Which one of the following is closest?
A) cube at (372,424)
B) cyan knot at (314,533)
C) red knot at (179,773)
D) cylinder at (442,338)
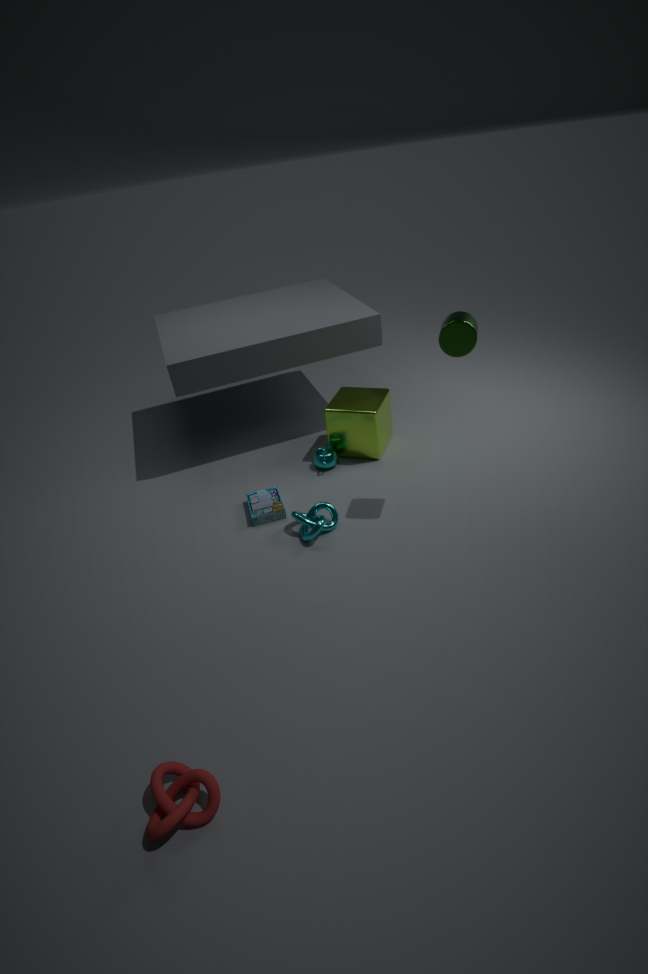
red knot at (179,773)
